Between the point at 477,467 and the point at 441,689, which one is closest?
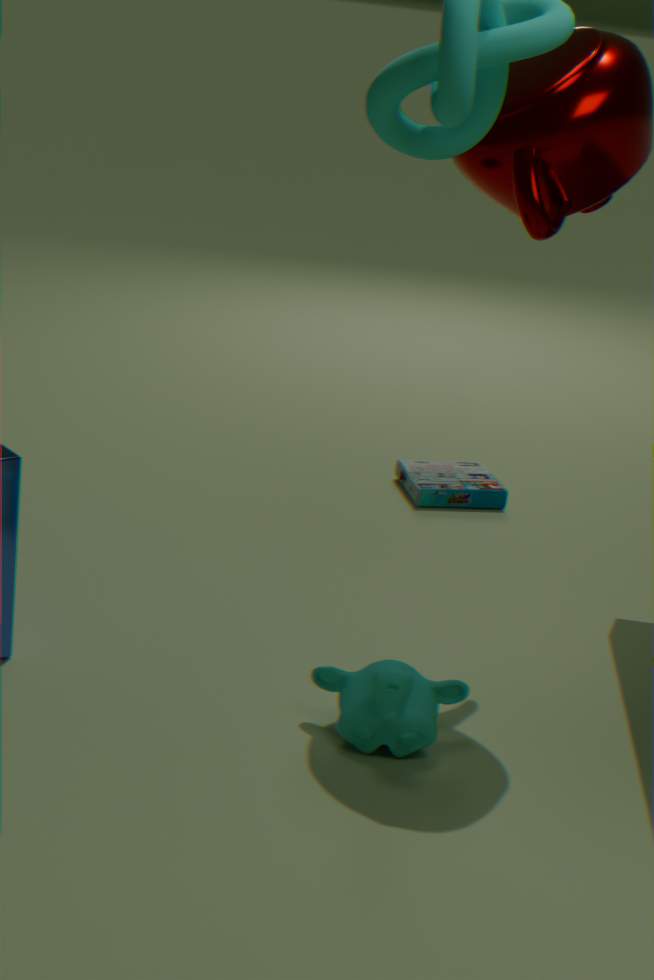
the point at 441,689
